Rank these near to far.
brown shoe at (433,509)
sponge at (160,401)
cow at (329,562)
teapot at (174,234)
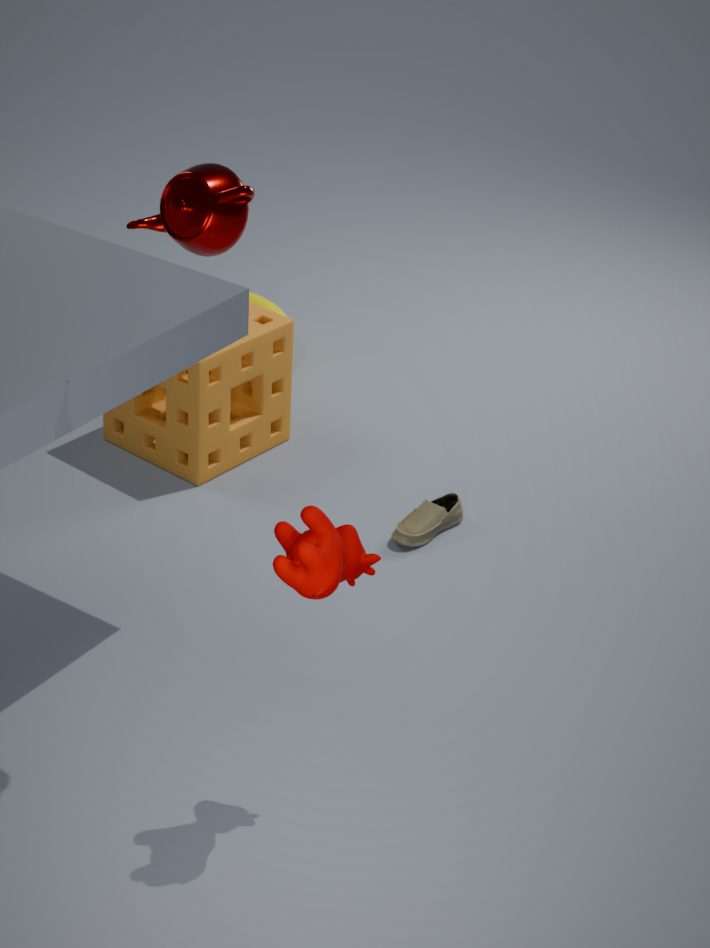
1. cow at (329,562)
2. teapot at (174,234)
3. brown shoe at (433,509)
4. sponge at (160,401)
